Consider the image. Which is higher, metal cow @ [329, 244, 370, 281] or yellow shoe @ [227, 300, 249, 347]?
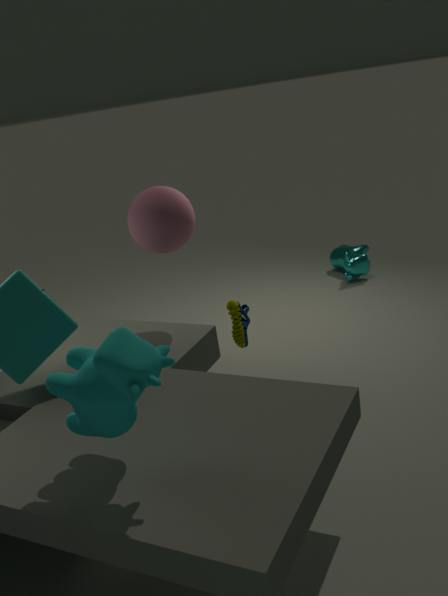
yellow shoe @ [227, 300, 249, 347]
